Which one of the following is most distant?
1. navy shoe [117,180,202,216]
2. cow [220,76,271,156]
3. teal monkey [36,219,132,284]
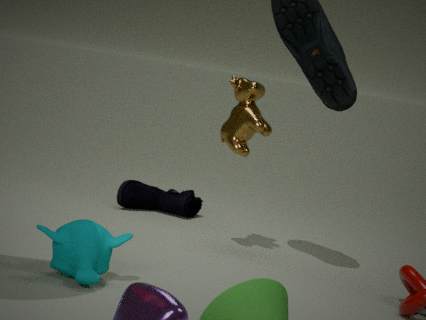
navy shoe [117,180,202,216]
